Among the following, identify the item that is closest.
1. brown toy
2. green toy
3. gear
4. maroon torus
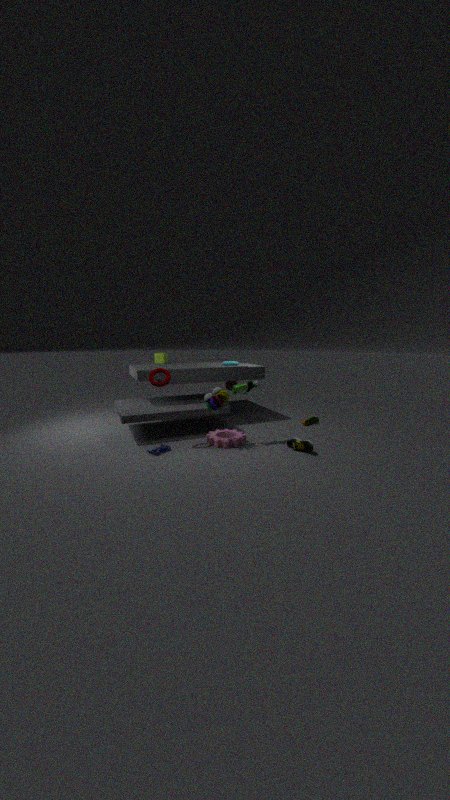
maroon torus
